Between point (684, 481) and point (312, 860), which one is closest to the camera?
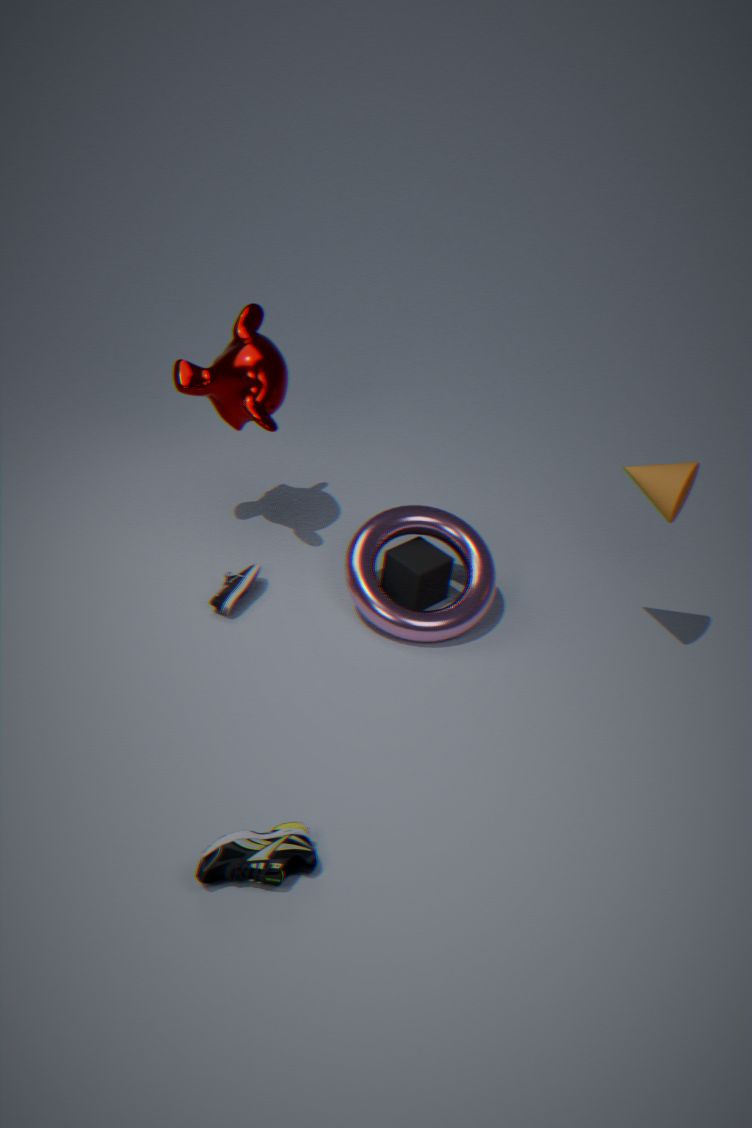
point (312, 860)
